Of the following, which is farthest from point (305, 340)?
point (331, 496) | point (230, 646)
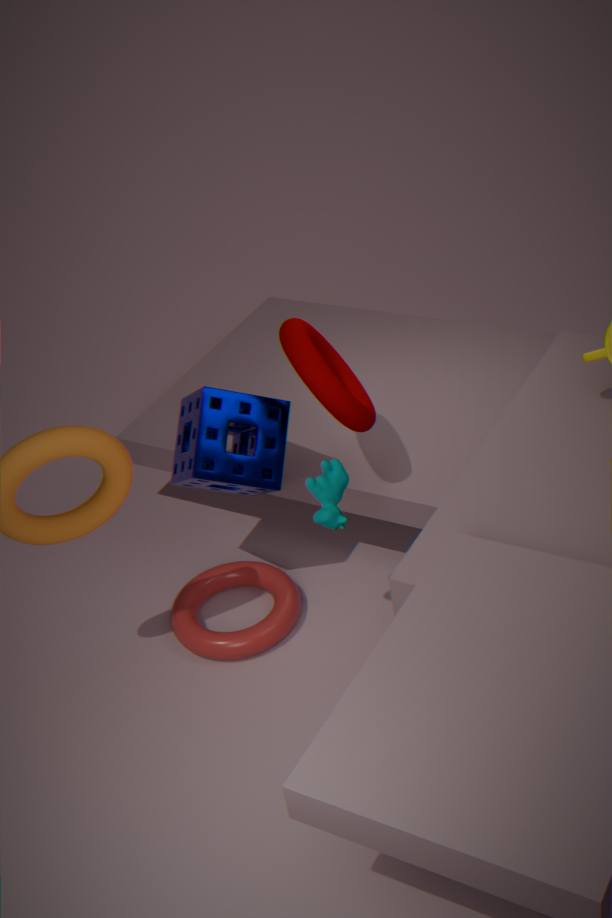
point (230, 646)
